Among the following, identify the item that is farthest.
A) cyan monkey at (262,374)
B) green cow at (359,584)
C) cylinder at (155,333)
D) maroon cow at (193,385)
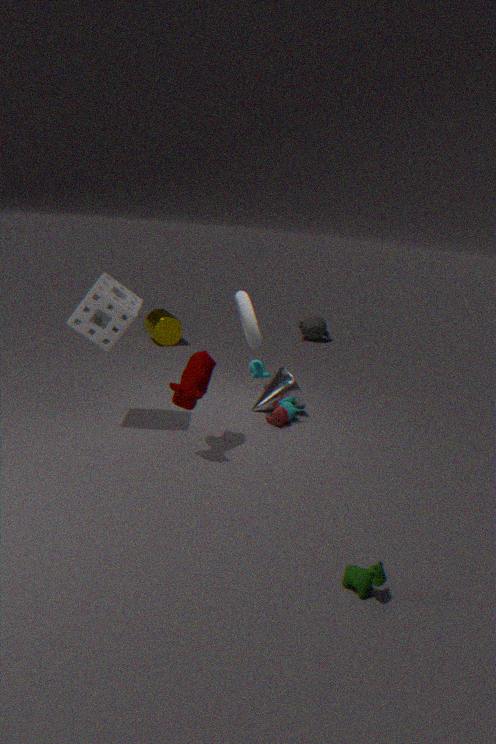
cylinder at (155,333)
